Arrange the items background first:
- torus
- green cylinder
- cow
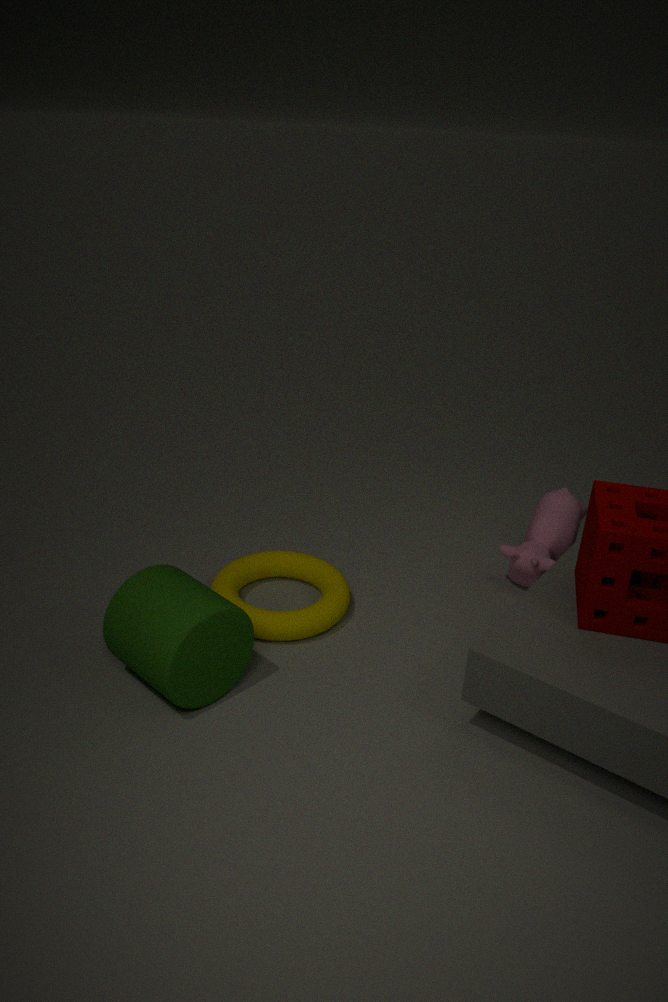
cow
torus
green cylinder
